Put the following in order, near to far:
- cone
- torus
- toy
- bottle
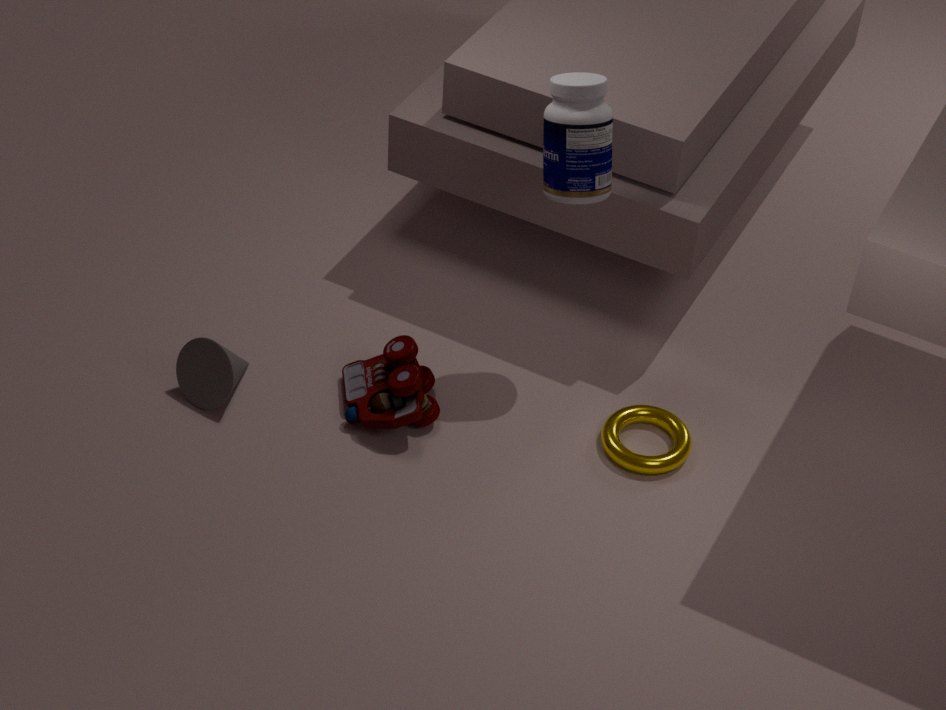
1. bottle
2. torus
3. toy
4. cone
